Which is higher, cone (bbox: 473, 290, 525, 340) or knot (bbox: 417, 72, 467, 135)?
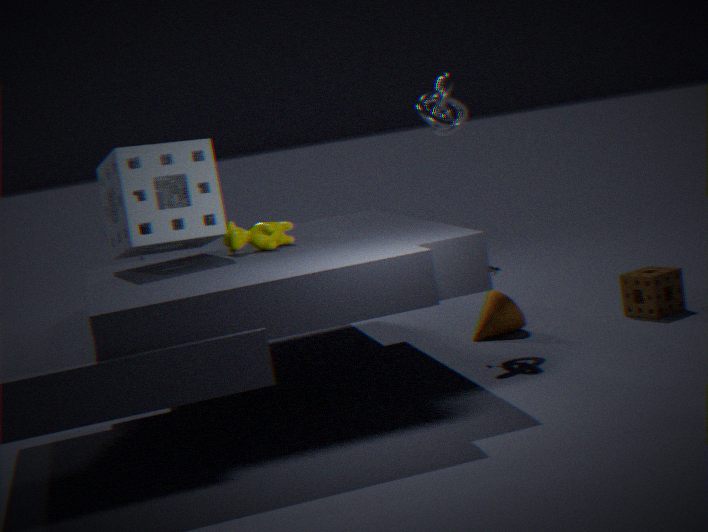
knot (bbox: 417, 72, 467, 135)
